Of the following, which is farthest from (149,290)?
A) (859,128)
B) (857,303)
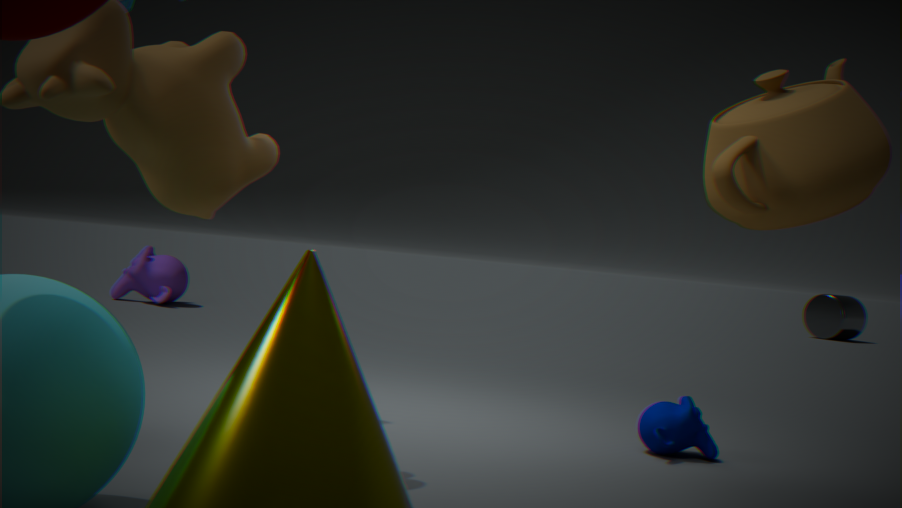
(857,303)
